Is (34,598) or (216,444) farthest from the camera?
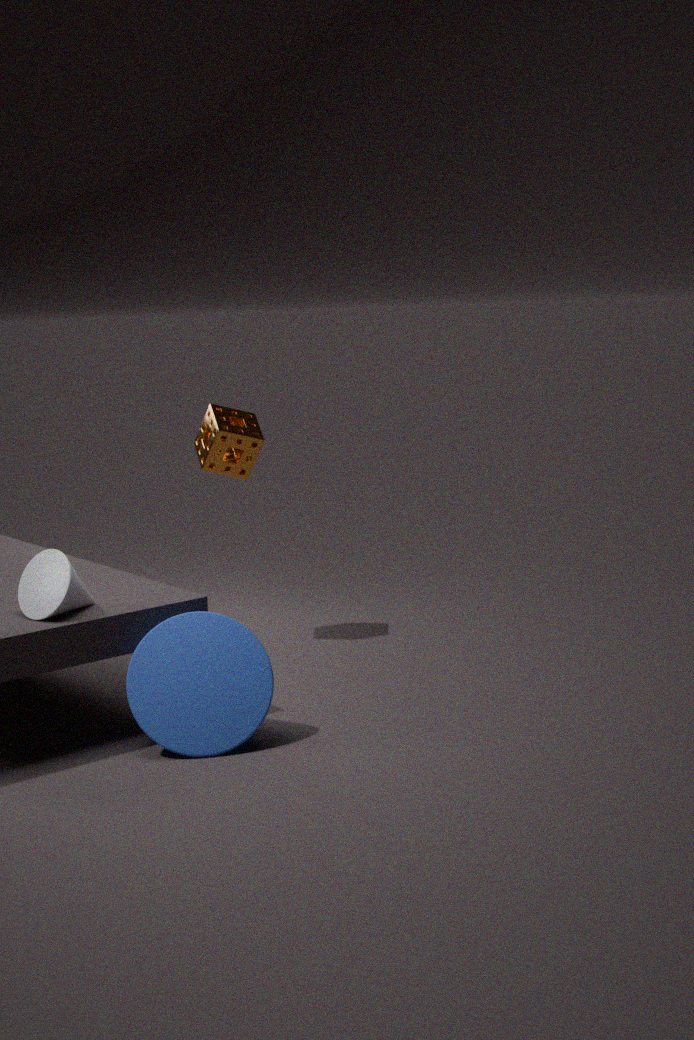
(216,444)
